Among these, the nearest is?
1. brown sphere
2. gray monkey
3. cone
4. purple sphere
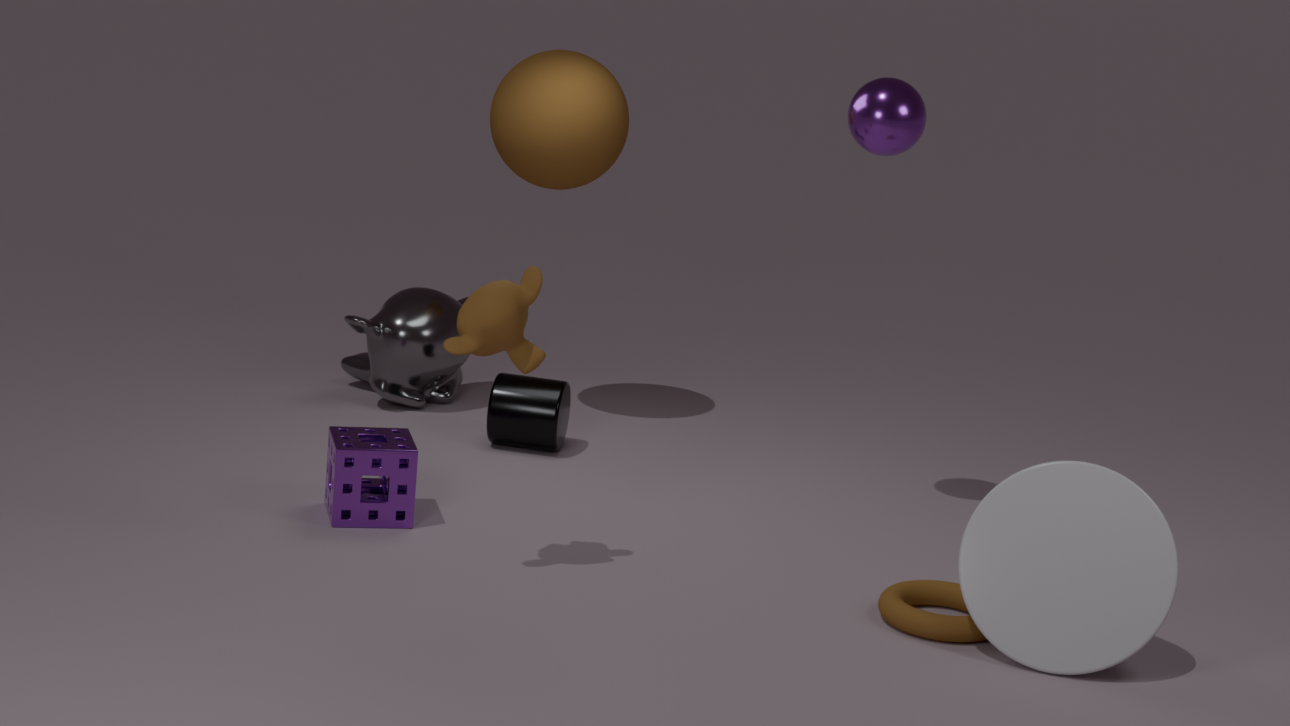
cone
